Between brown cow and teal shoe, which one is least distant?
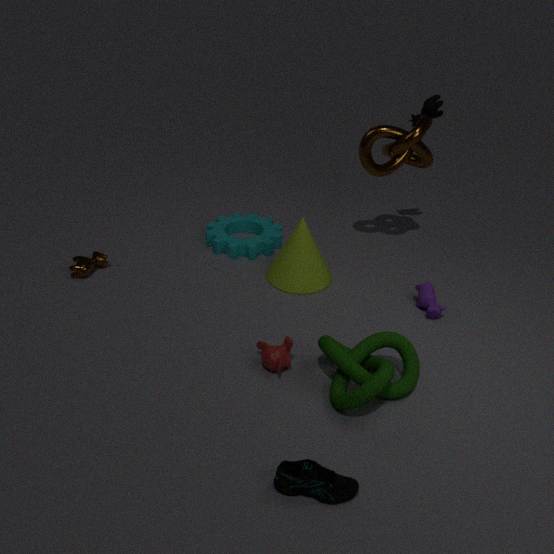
teal shoe
